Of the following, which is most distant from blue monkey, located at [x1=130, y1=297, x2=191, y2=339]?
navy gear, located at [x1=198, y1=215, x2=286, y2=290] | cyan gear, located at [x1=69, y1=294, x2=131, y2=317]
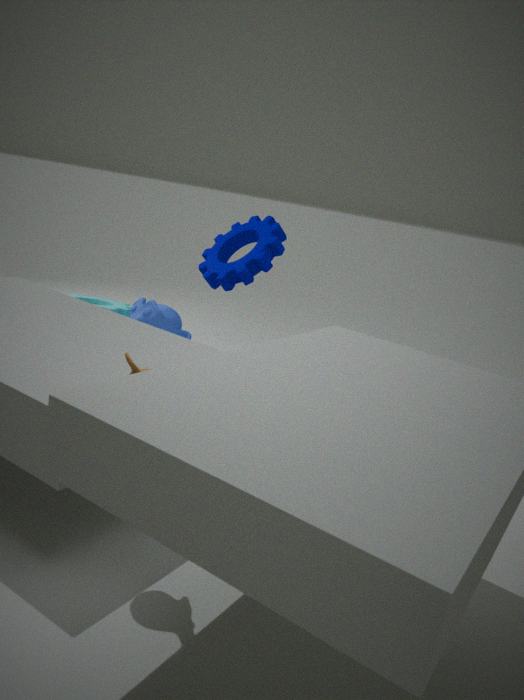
navy gear, located at [x1=198, y1=215, x2=286, y2=290]
